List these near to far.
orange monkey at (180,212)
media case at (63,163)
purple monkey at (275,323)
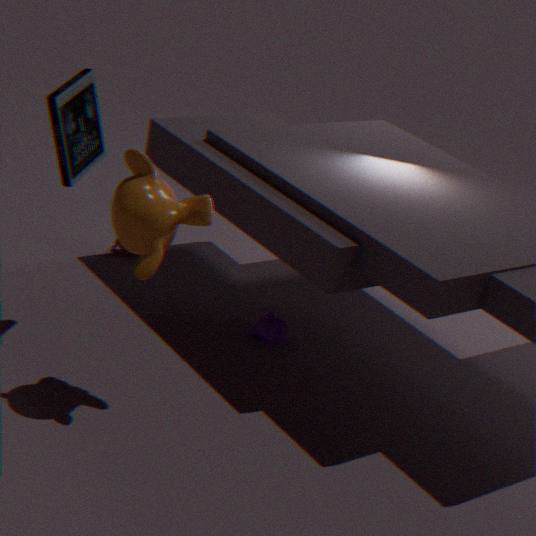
1. orange monkey at (180,212)
2. media case at (63,163)
3. purple monkey at (275,323)
